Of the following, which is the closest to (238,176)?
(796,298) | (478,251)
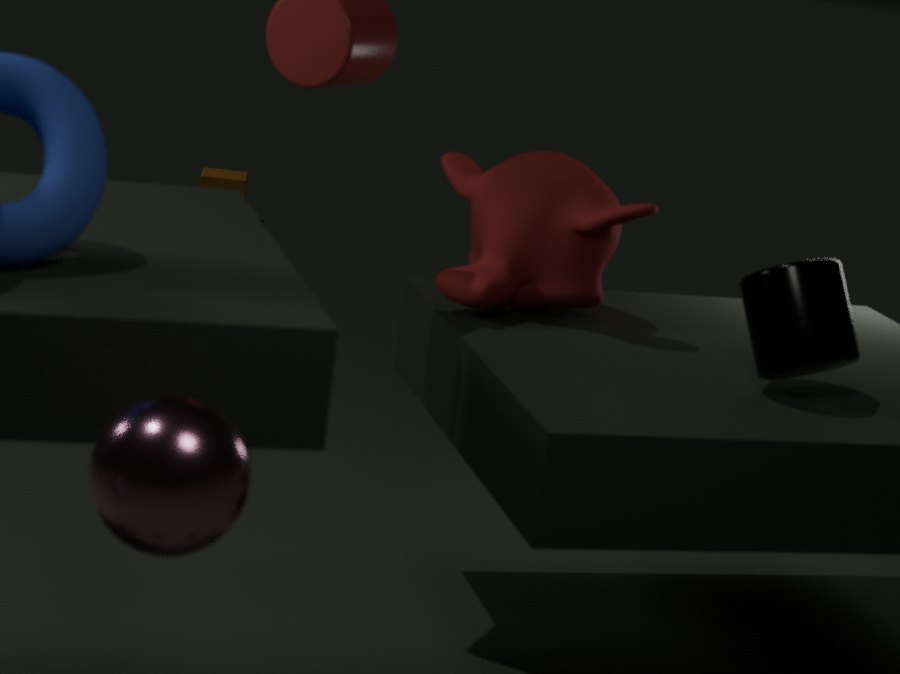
(478,251)
